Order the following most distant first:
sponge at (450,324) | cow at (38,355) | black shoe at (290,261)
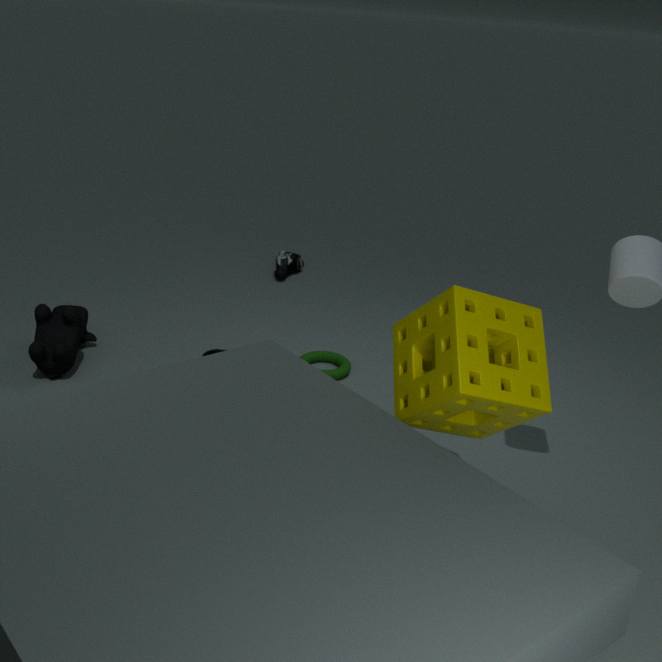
black shoe at (290,261)
cow at (38,355)
sponge at (450,324)
